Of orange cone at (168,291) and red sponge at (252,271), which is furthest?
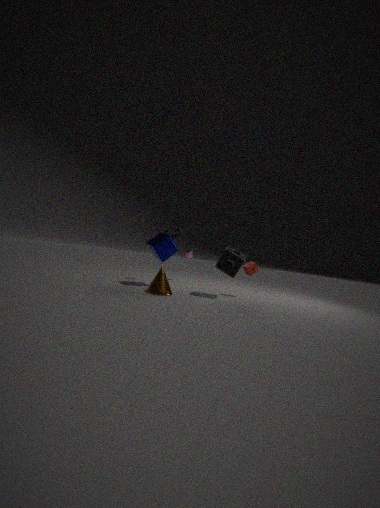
red sponge at (252,271)
